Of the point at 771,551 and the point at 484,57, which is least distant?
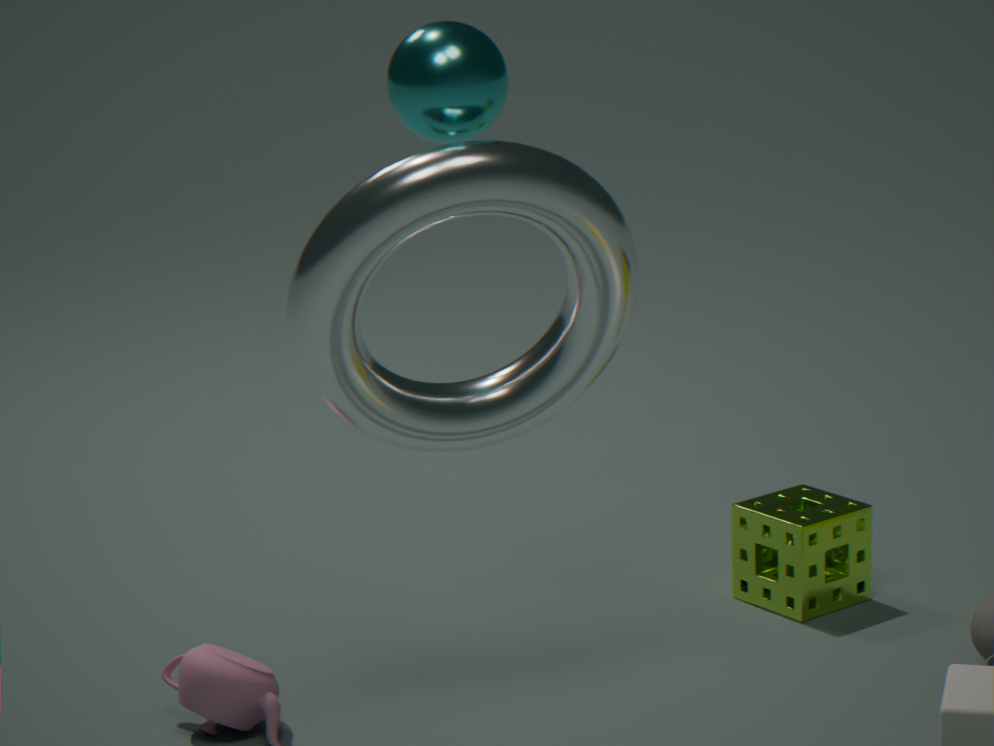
the point at 484,57
